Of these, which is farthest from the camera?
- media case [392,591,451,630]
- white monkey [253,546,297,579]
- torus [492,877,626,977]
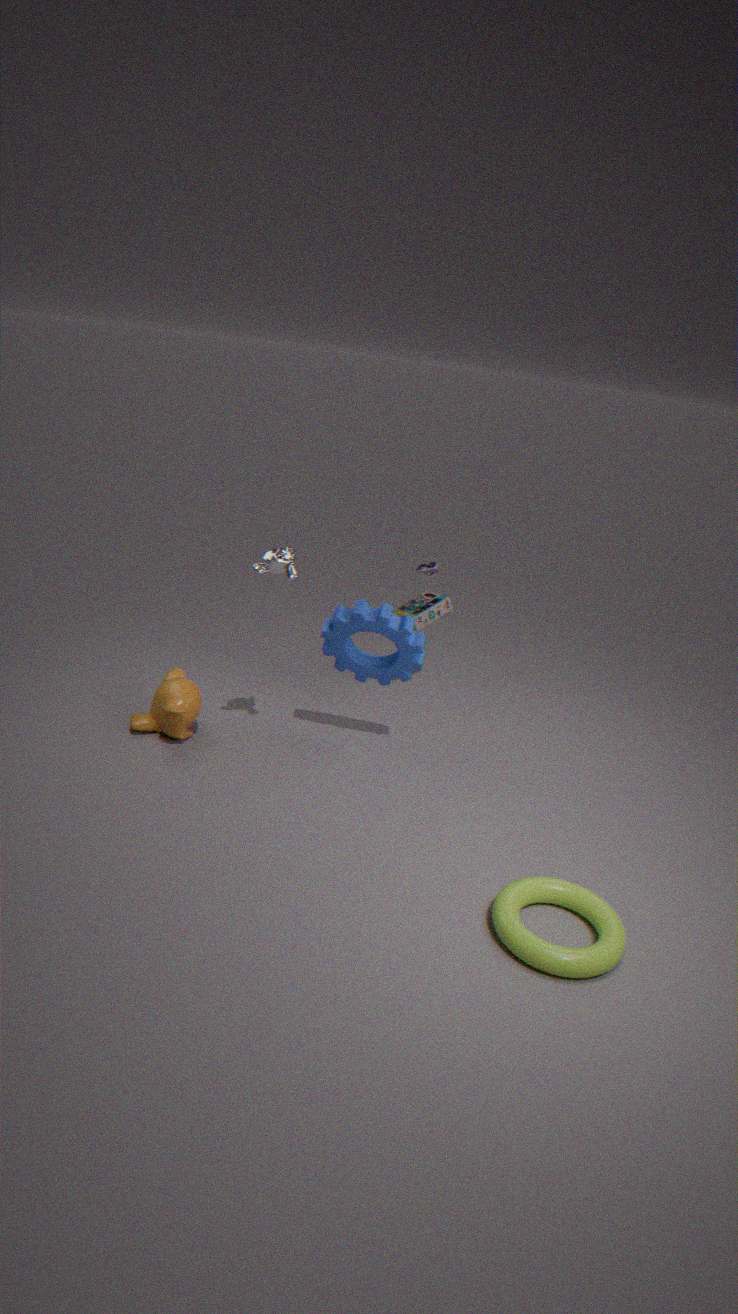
media case [392,591,451,630]
